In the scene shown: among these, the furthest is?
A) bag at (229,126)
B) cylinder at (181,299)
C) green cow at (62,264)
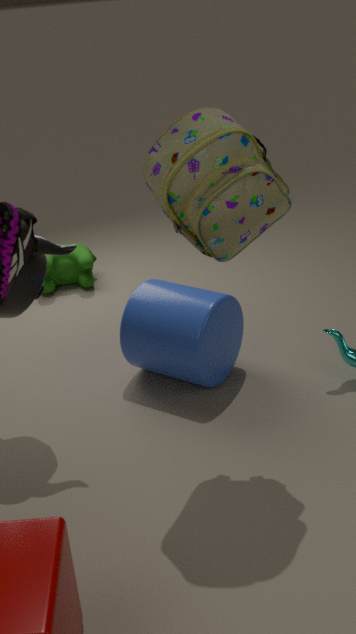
green cow at (62,264)
